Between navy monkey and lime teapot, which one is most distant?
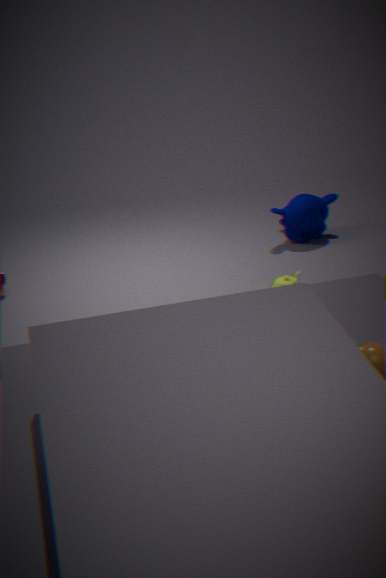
navy monkey
